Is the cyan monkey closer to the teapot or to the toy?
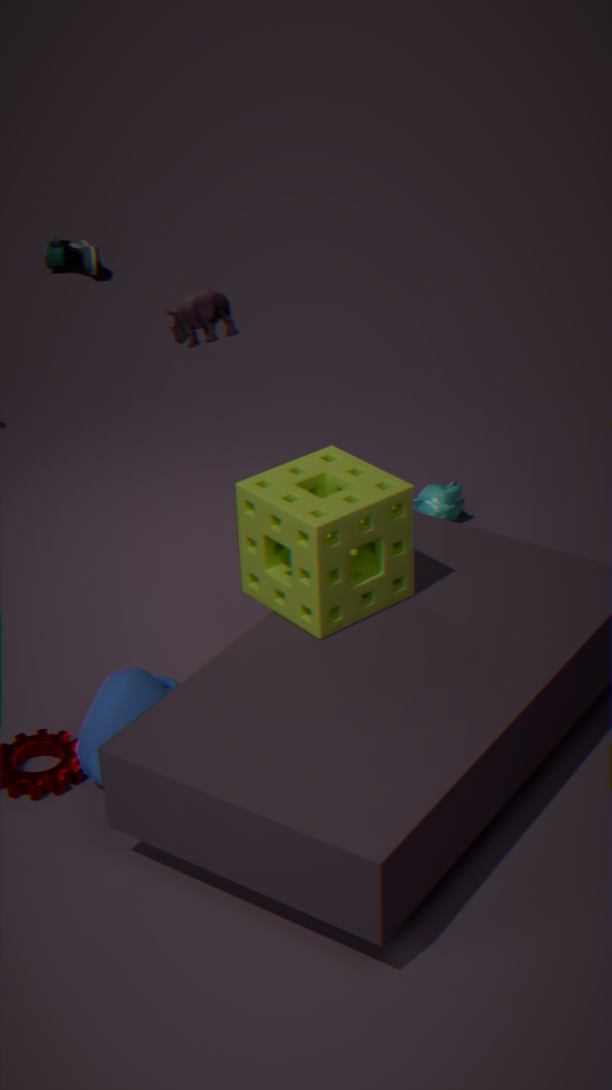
the toy
